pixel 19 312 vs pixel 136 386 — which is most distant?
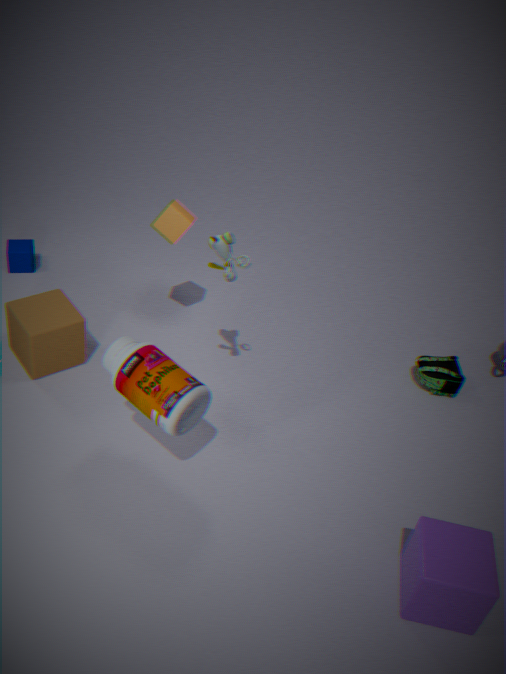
pixel 19 312
